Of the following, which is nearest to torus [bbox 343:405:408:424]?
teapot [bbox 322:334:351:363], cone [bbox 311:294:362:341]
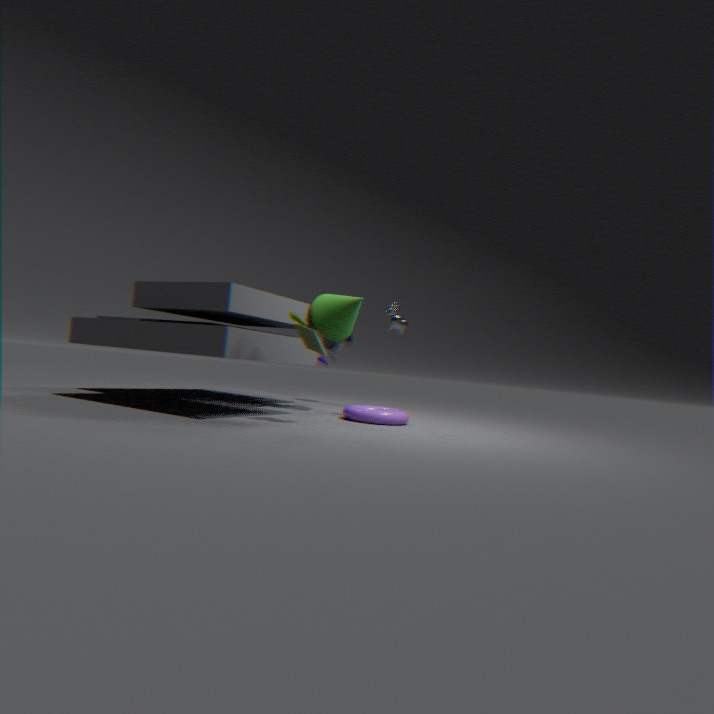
cone [bbox 311:294:362:341]
